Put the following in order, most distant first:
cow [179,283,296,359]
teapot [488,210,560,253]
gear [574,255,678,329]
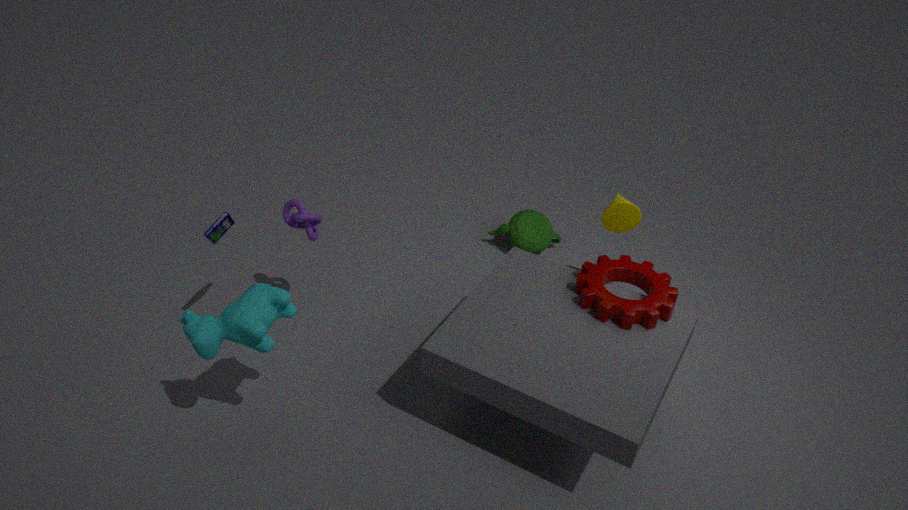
teapot [488,210,560,253], gear [574,255,678,329], cow [179,283,296,359]
